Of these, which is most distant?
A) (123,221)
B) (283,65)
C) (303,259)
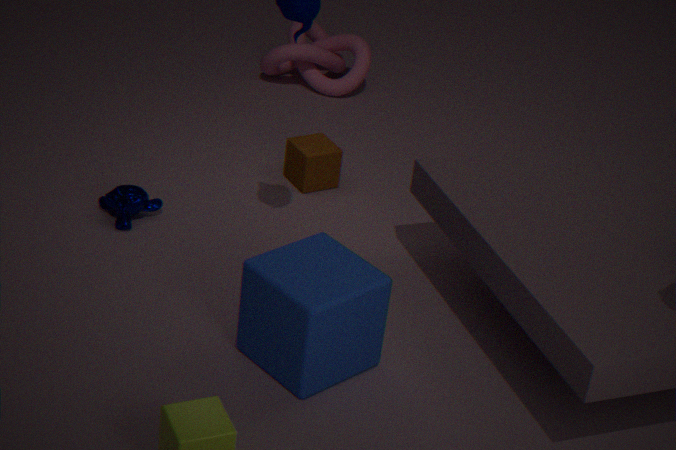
(283,65)
